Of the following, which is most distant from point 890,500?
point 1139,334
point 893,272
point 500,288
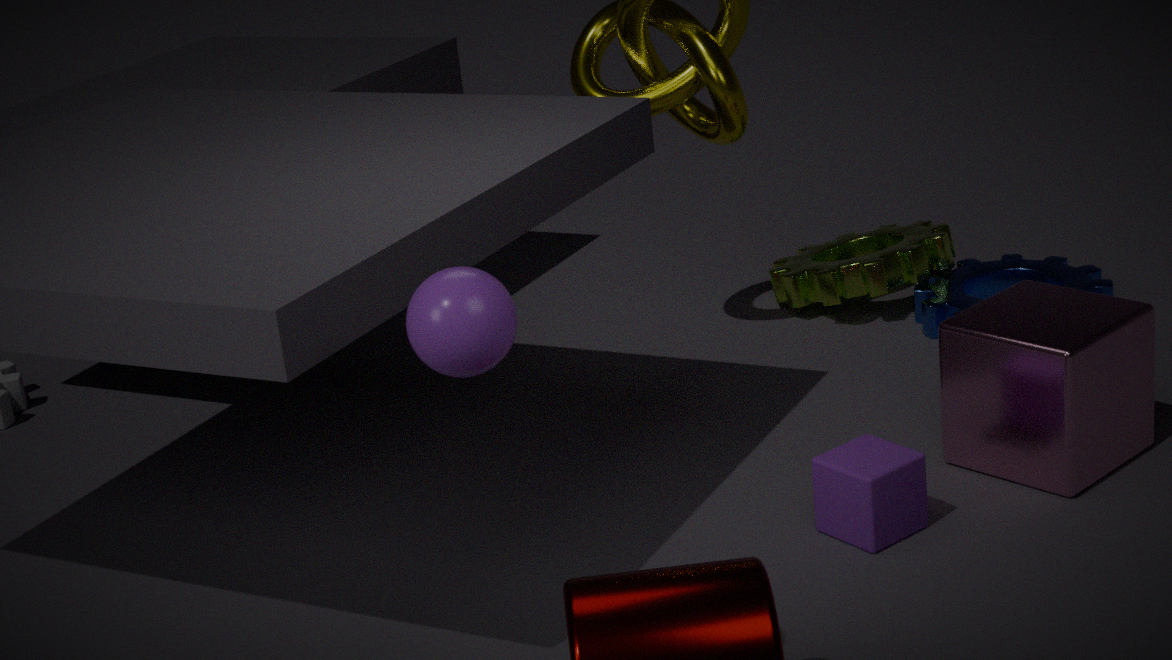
point 893,272
